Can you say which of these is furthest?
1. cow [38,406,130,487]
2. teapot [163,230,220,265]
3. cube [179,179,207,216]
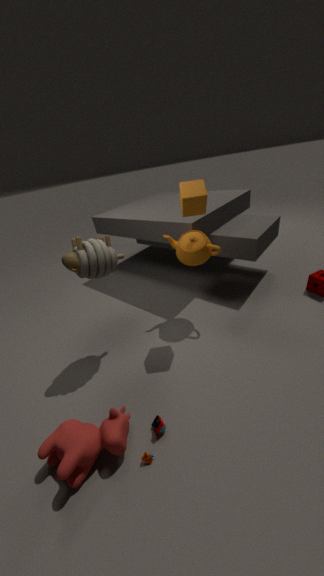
teapot [163,230,220,265]
